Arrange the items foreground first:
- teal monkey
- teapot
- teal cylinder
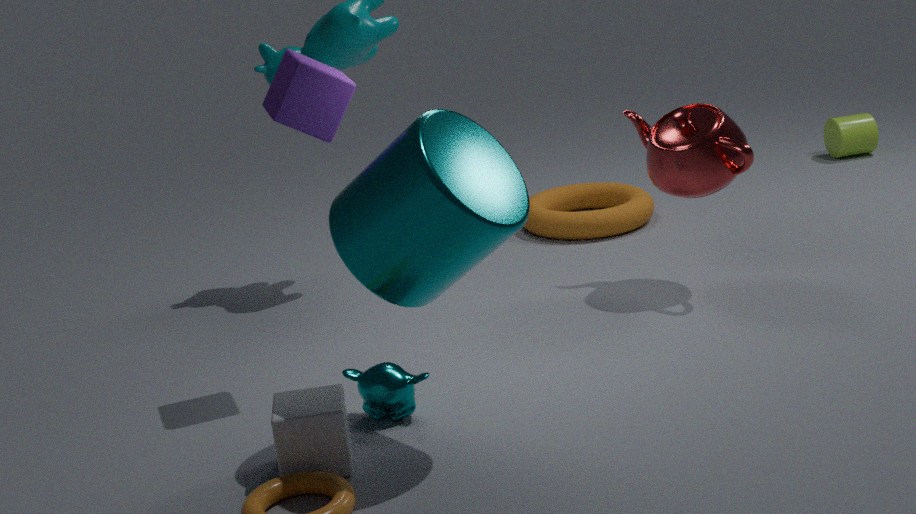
teal cylinder
teal monkey
teapot
